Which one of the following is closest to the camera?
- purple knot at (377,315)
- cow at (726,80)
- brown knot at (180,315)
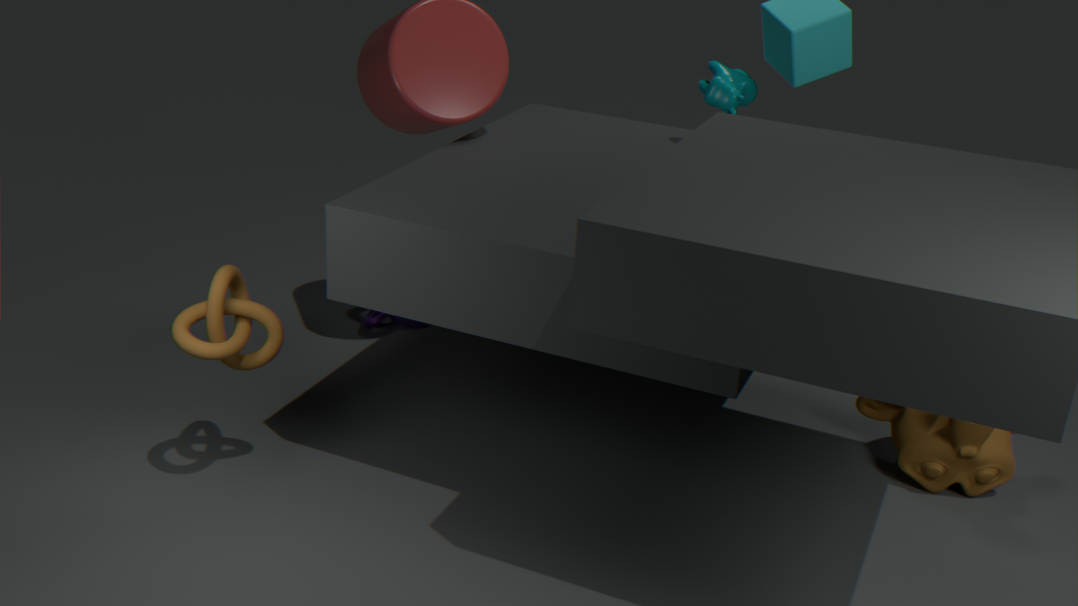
brown knot at (180,315)
